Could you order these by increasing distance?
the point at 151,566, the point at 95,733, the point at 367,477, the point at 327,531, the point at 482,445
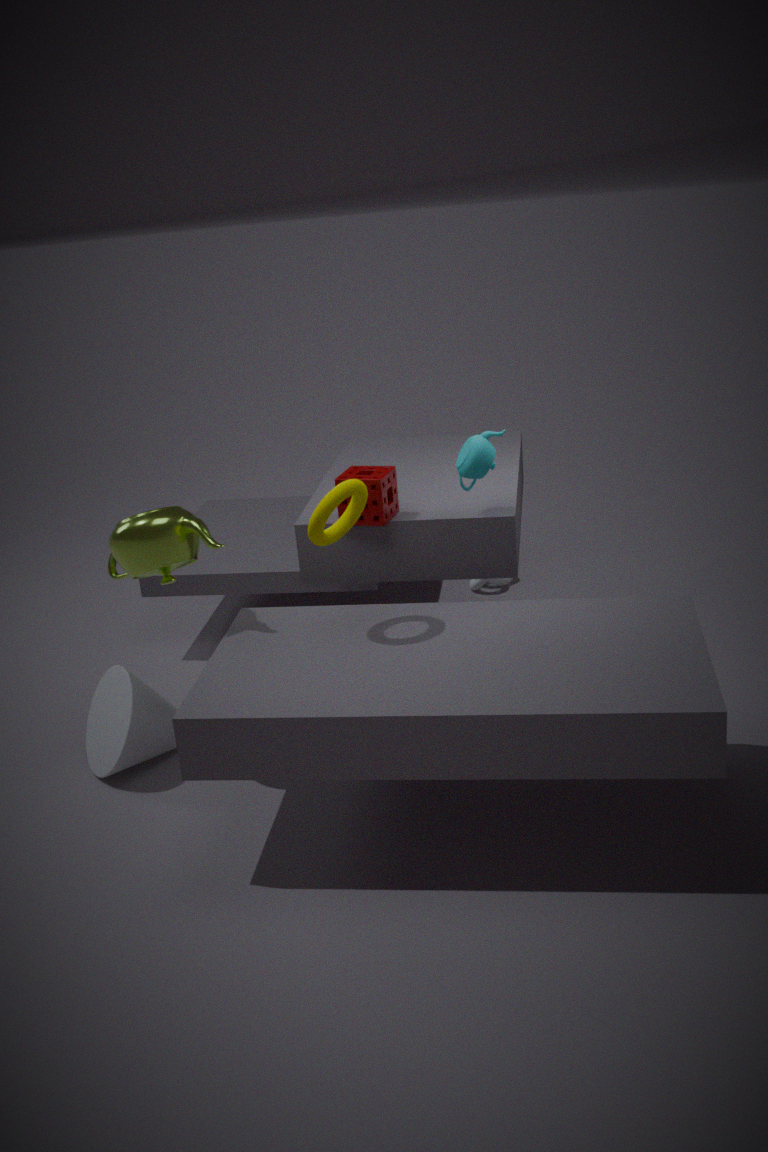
the point at 327,531, the point at 151,566, the point at 482,445, the point at 367,477, the point at 95,733
